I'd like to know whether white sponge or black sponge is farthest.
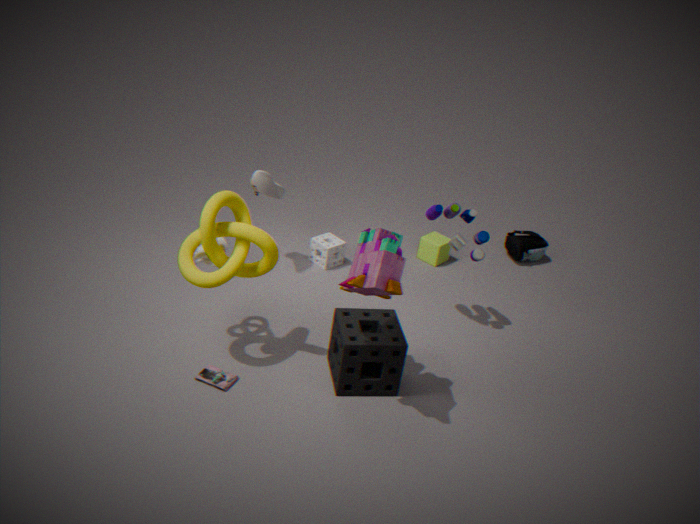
white sponge
